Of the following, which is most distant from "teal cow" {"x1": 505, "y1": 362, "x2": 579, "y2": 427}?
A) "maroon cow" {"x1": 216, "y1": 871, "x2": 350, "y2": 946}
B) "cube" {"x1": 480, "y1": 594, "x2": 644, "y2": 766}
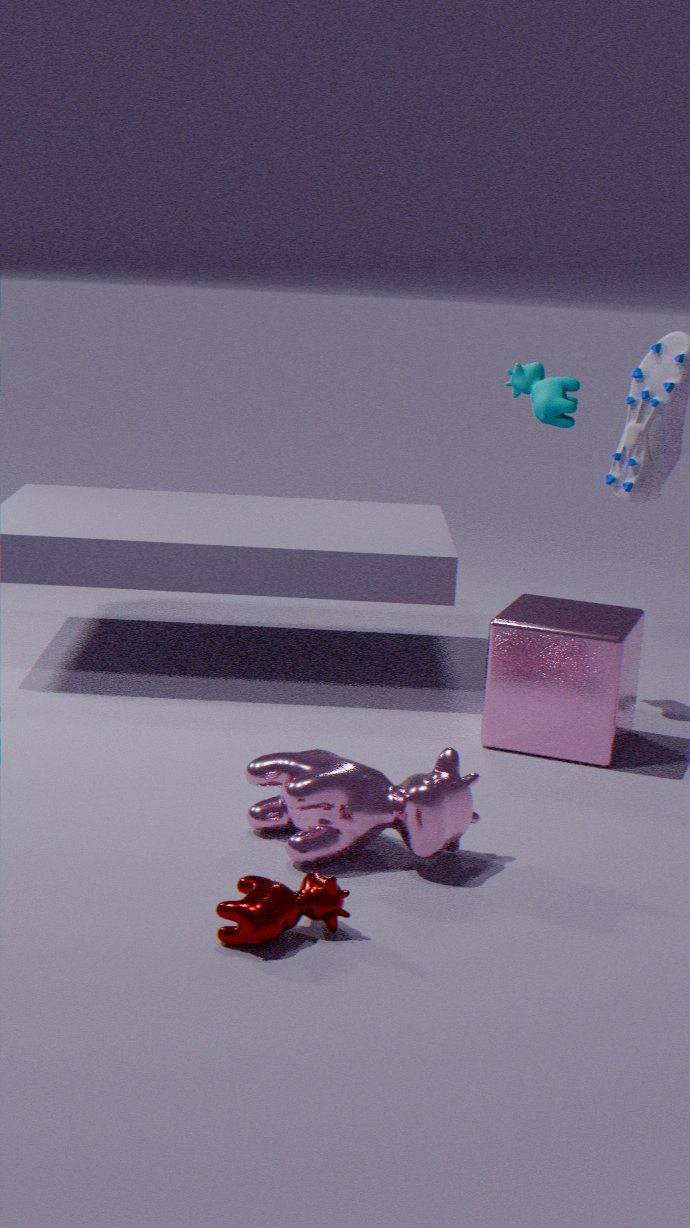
"maroon cow" {"x1": 216, "y1": 871, "x2": 350, "y2": 946}
